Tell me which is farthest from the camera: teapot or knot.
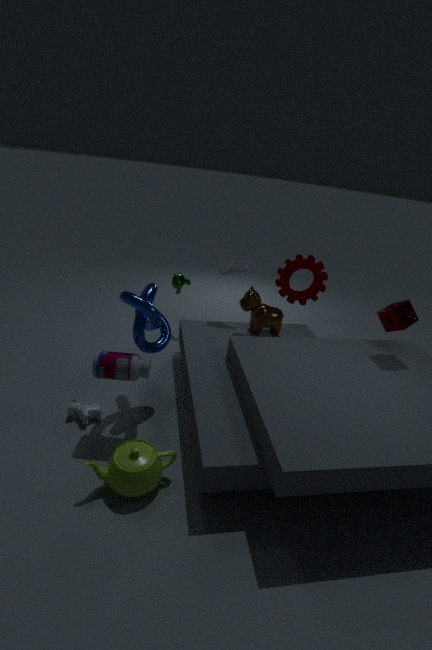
knot
